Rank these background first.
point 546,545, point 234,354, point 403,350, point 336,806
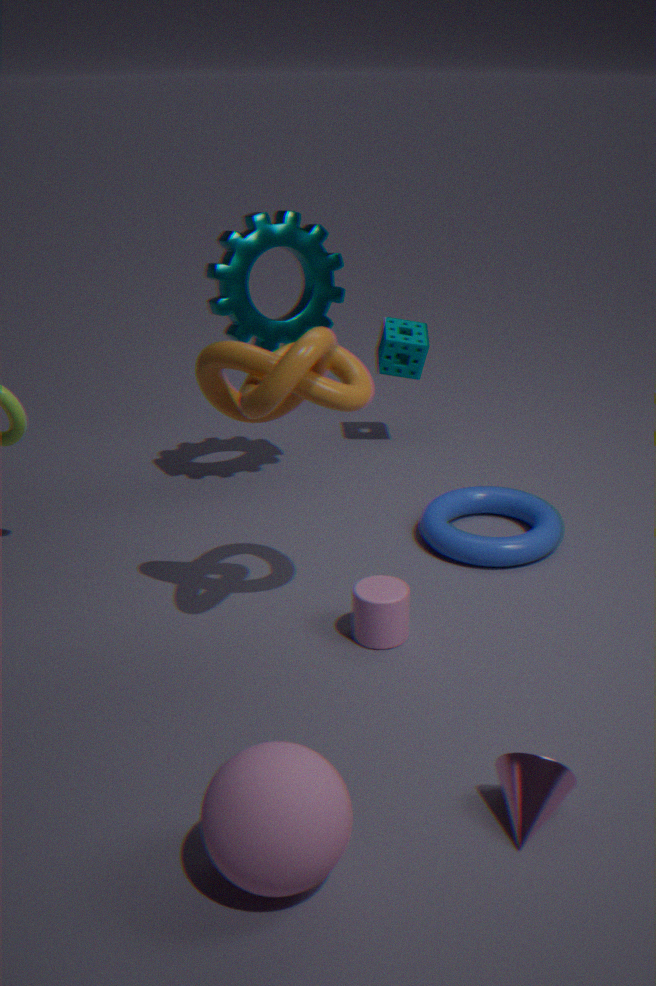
1. point 403,350
2. point 546,545
3. point 234,354
4. point 336,806
